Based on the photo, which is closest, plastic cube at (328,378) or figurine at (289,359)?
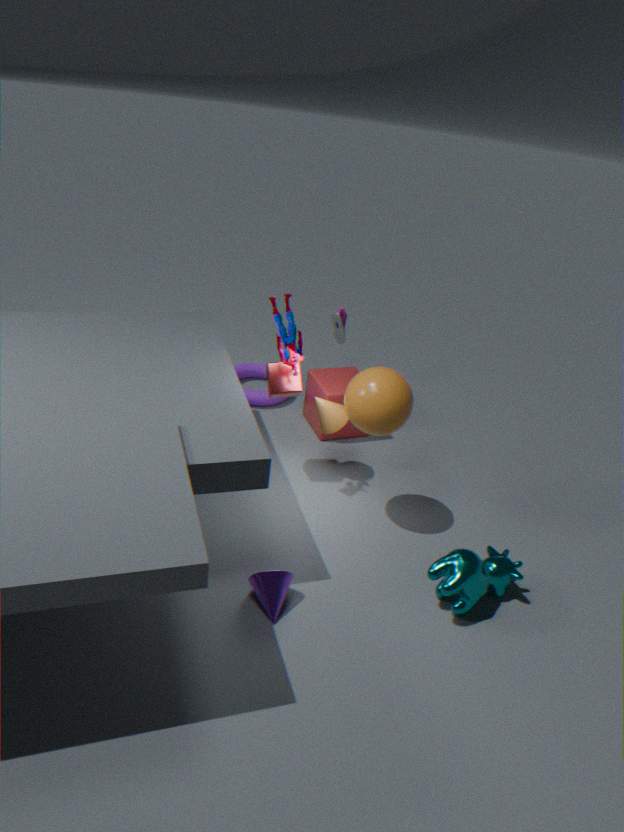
figurine at (289,359)
